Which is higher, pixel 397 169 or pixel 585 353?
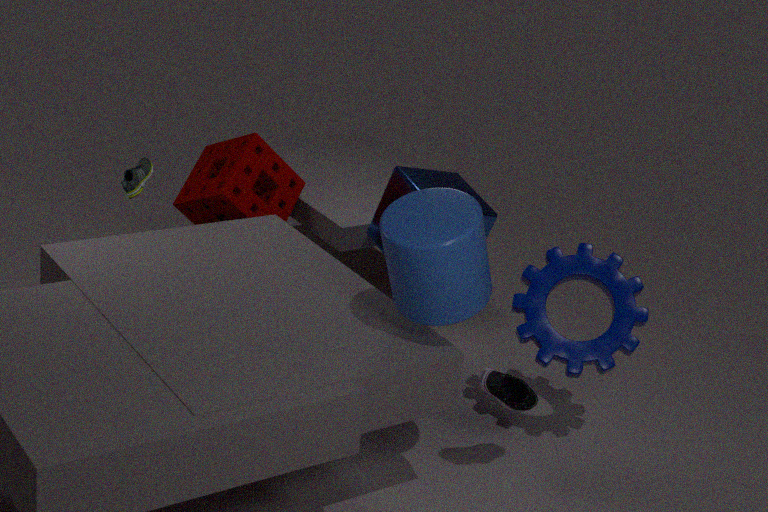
pixel 397 169
